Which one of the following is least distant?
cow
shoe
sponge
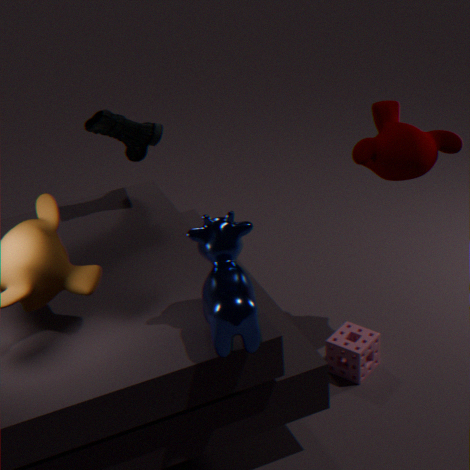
cow
